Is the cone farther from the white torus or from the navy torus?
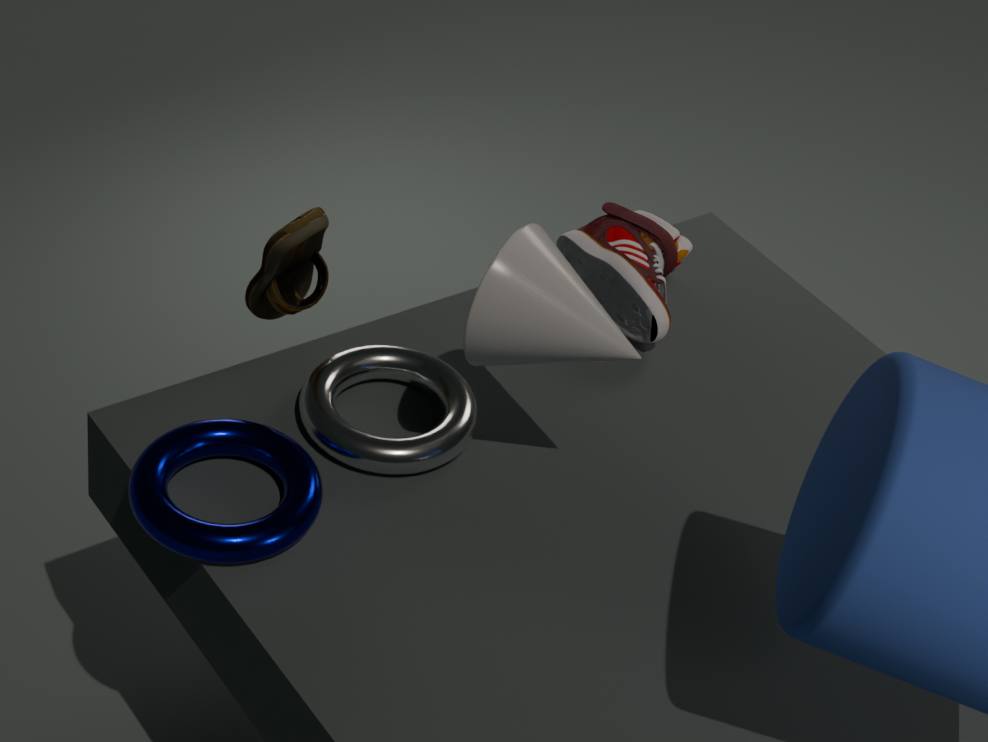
the navy torus
